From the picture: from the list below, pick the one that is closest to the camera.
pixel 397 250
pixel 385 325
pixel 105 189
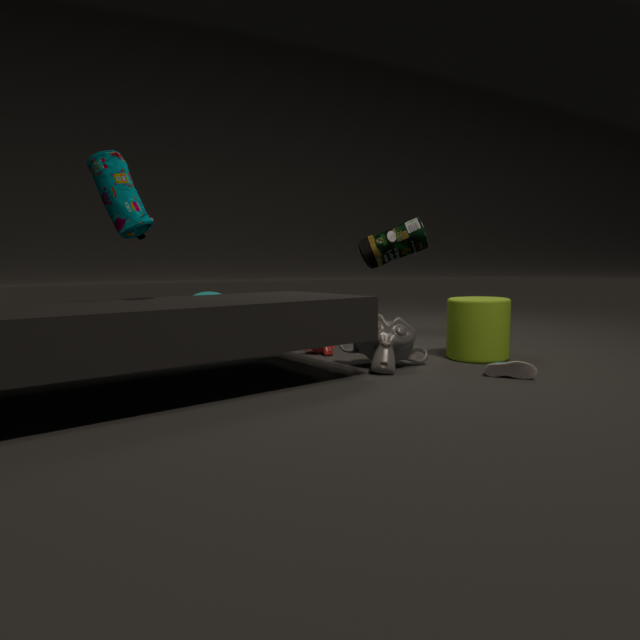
pixel 105 189
